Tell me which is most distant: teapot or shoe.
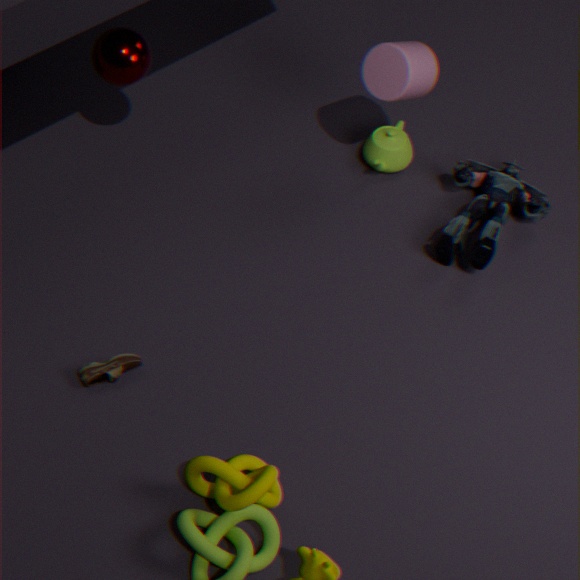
teapot
